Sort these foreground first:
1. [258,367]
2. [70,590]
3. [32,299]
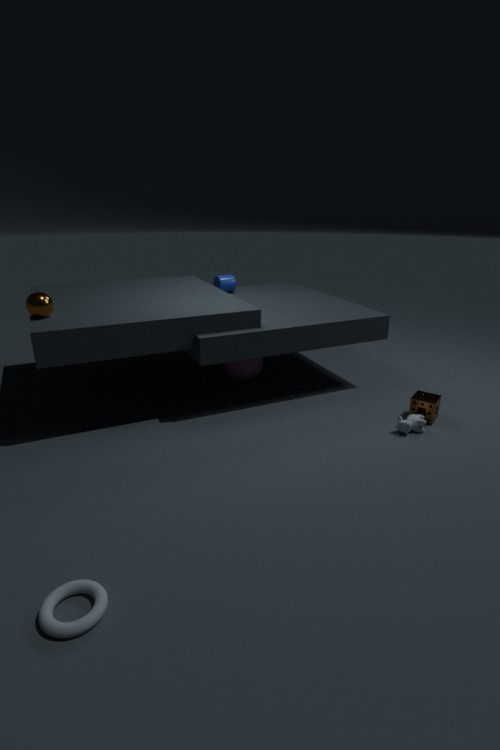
[70,590] < [32,299] < [258,367]
